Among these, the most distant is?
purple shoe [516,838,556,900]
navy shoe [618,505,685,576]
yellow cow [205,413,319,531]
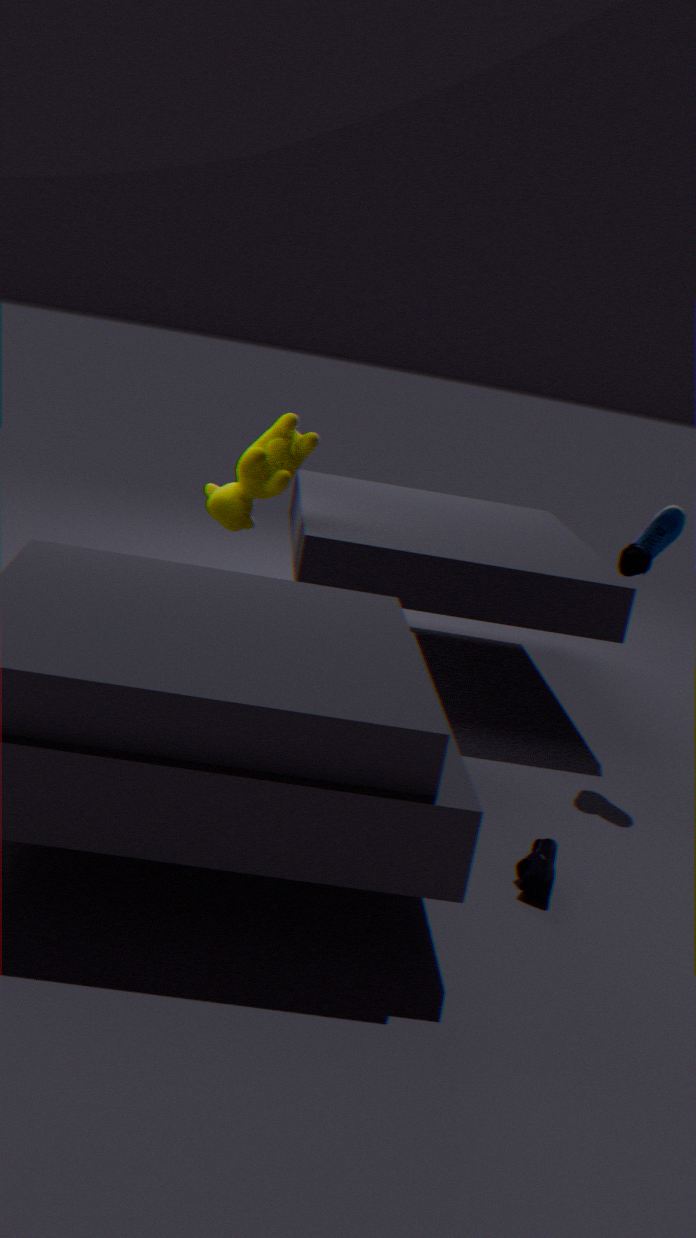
yellow cow [205,413,319,531]
